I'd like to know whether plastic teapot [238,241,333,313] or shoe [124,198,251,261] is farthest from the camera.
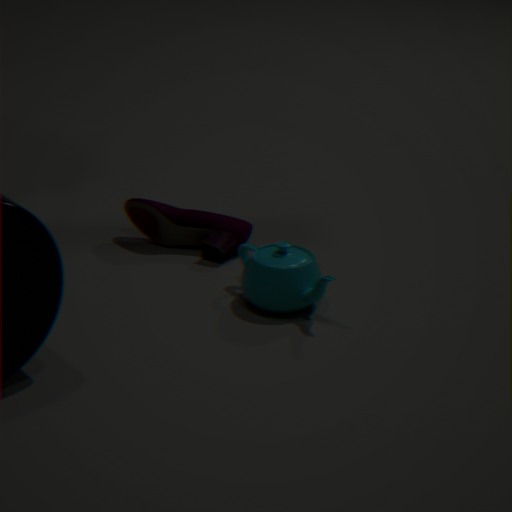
shoe [124,198,251,261]
